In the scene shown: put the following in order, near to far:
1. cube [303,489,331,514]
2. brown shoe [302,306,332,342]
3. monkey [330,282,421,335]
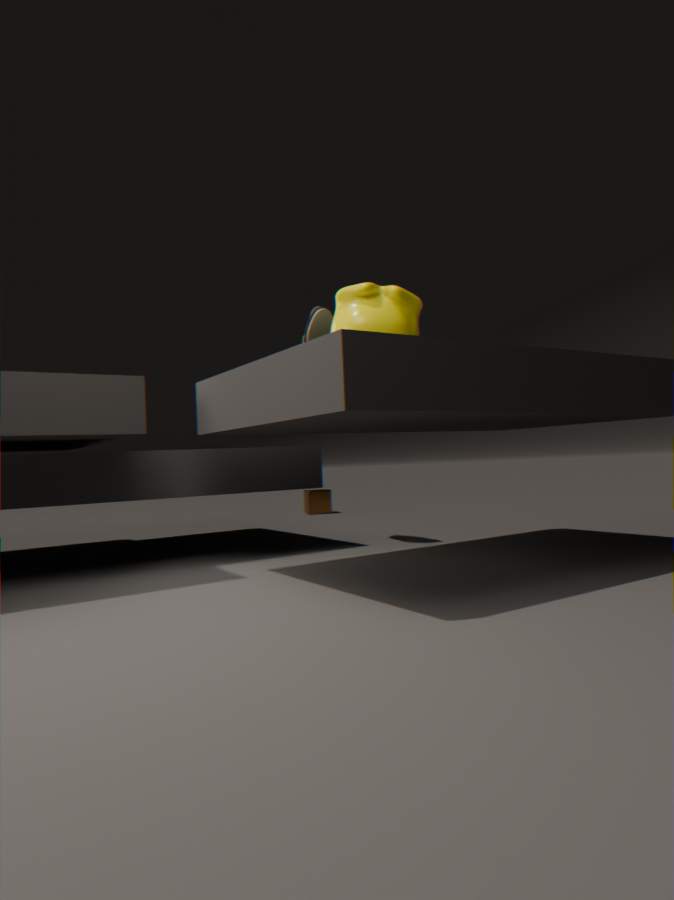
monkey [330,282,421,335] → brown shoe [302,306,332,342] → cube [303,489,331,514]
